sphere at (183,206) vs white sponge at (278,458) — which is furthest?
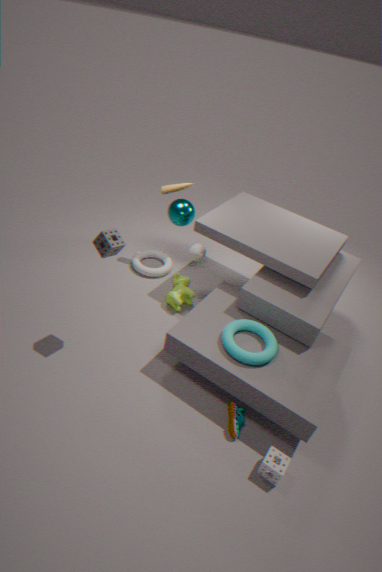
sphere at (183,206)
